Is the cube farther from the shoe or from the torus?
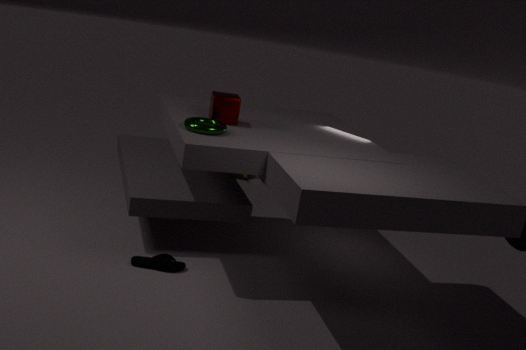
the shoe
